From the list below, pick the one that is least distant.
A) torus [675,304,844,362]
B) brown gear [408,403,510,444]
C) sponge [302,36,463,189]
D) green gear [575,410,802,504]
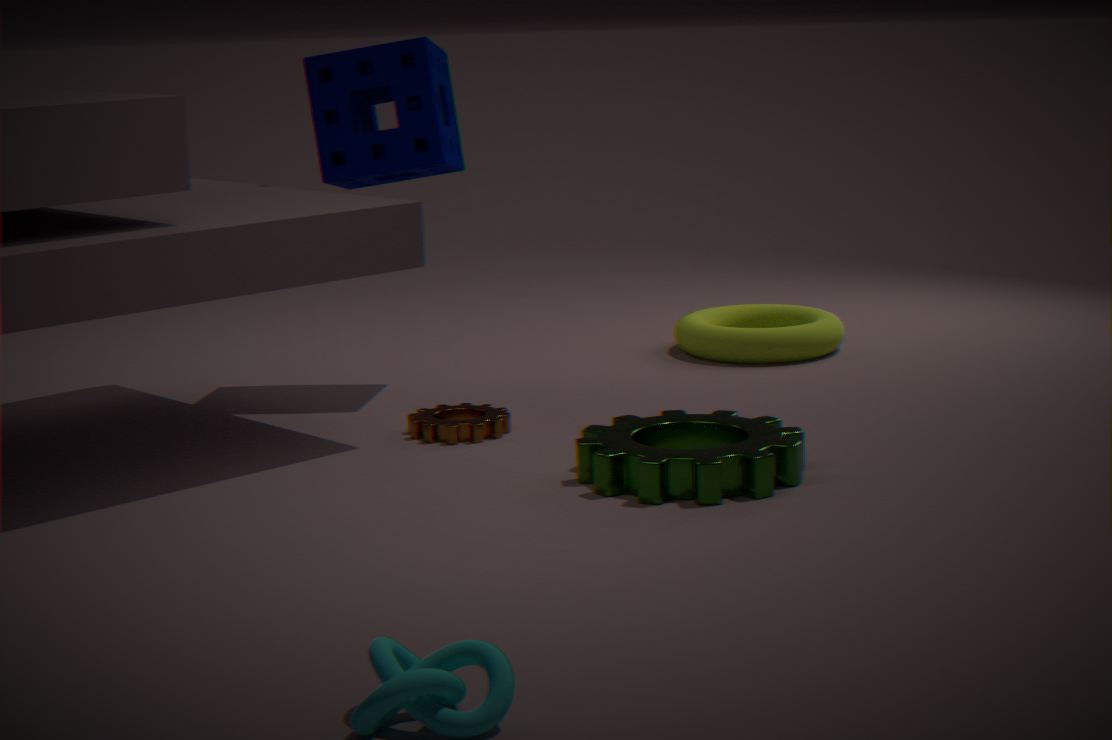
green gear [575,410,802,504]
